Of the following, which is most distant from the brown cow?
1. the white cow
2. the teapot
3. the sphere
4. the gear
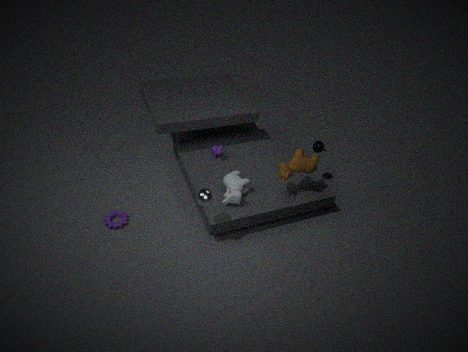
the gear
